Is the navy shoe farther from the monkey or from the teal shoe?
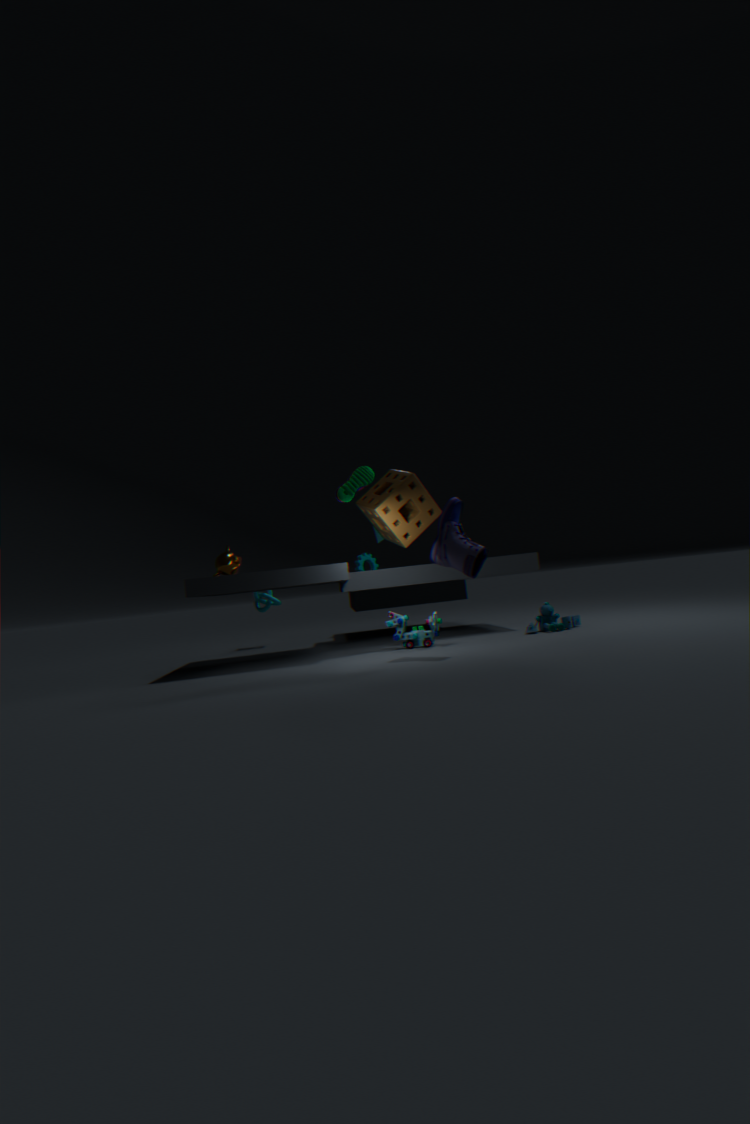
the monkey
